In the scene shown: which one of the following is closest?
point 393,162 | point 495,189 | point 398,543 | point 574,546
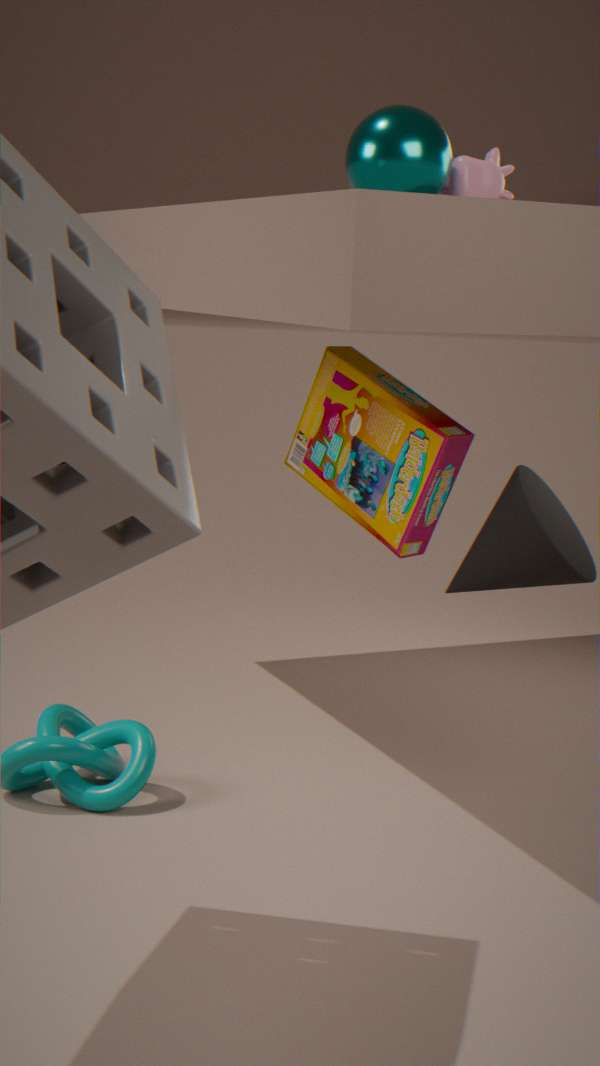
point 574,546
